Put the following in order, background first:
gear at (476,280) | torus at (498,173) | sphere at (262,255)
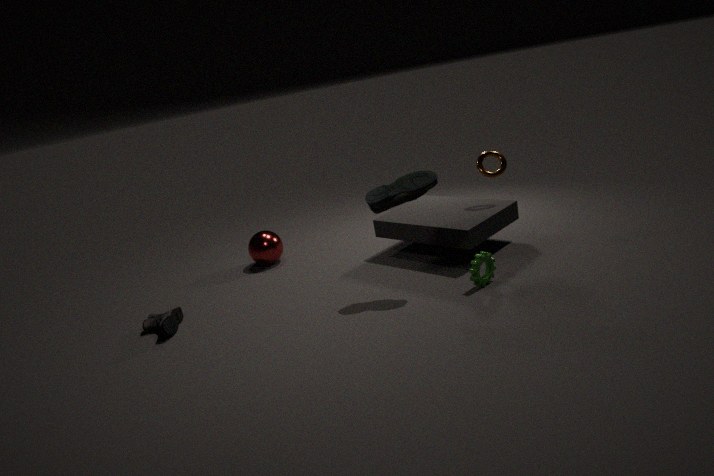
sphere at (262,255) → torus at (498,173) → gear at (476,280)
